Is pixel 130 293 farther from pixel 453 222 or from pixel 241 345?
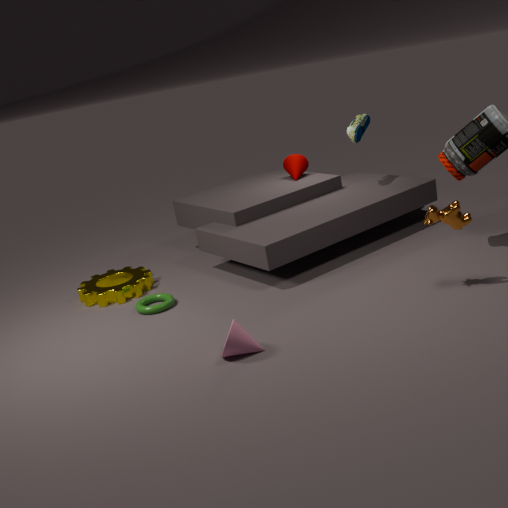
pixel 453 222
